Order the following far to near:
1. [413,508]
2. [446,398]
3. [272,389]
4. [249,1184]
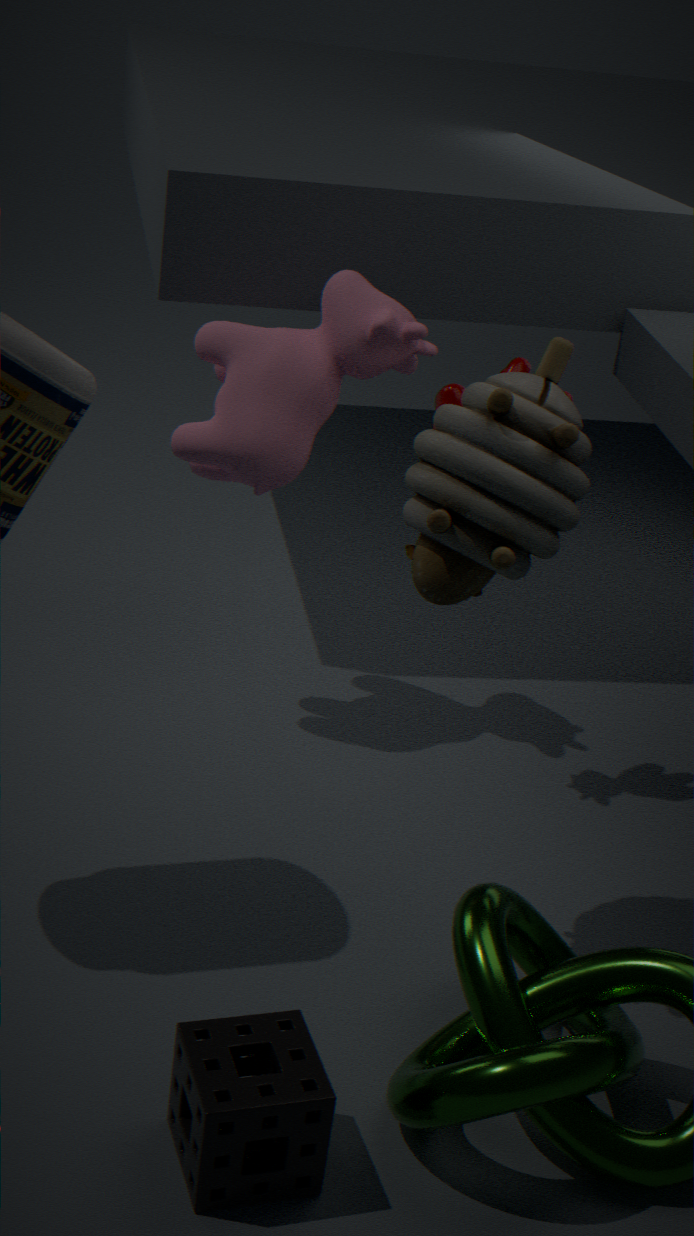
1. [272,389]
2. [446,398]
3. [413,508]
4. [249,1184]
